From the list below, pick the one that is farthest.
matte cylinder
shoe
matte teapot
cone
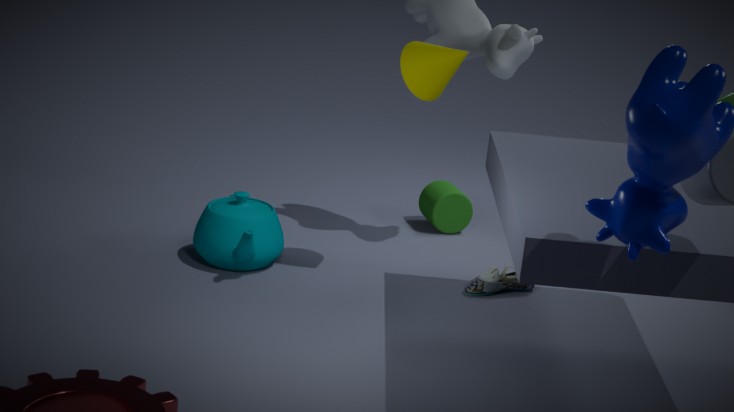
matte cylinder
